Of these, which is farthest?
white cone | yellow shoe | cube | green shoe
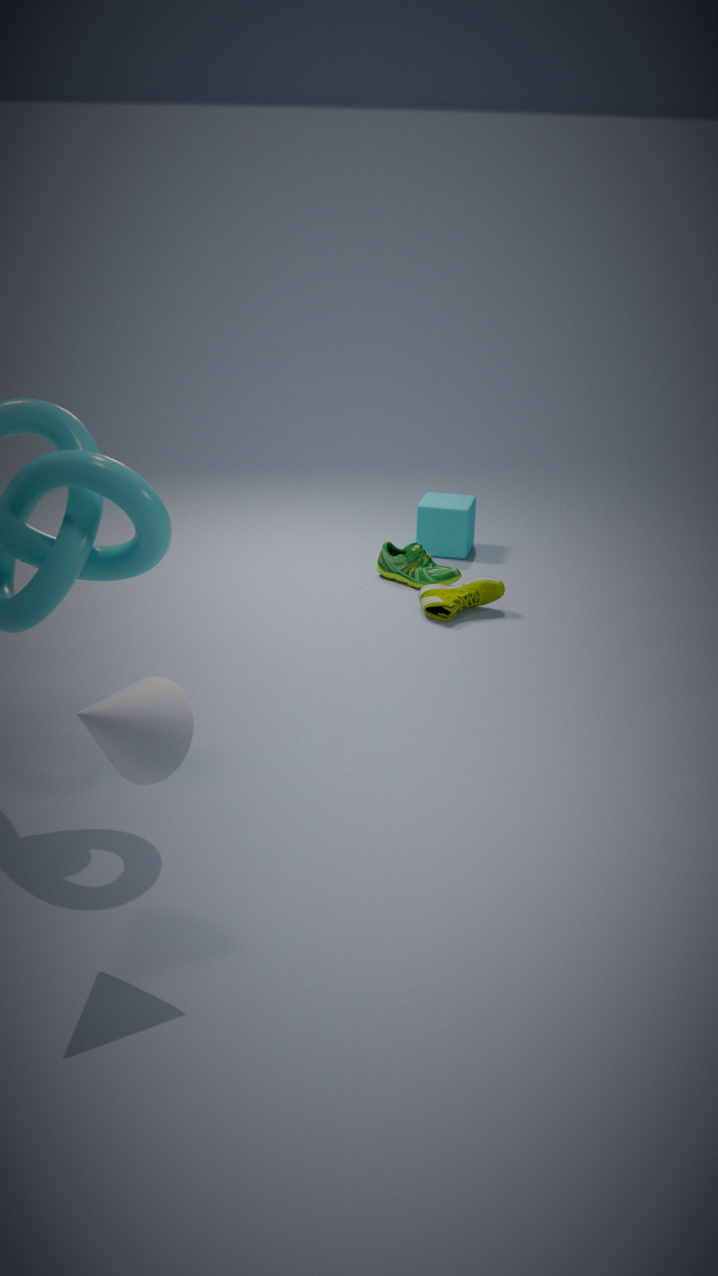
cube
